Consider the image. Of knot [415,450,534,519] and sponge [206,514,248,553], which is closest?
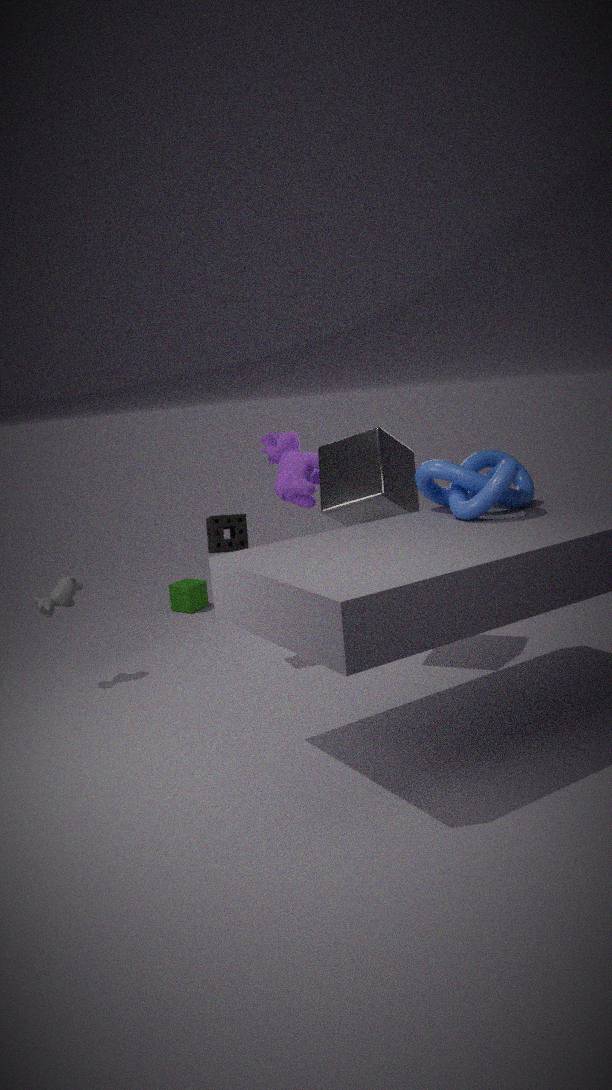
knot [415,450,534,519]
